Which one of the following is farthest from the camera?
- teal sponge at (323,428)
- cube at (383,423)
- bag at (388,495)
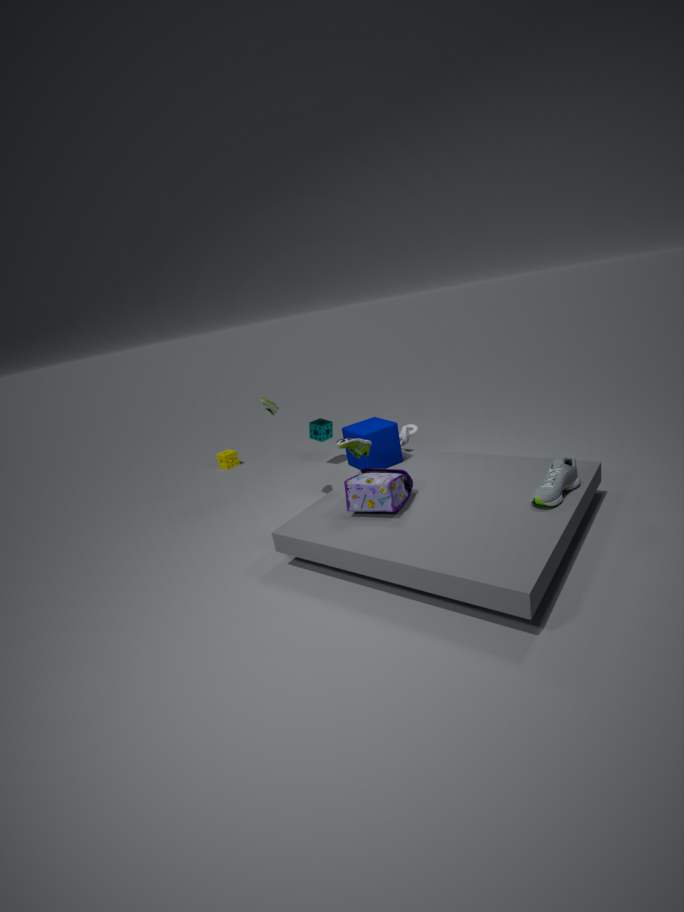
teal sponge at (323,428)
